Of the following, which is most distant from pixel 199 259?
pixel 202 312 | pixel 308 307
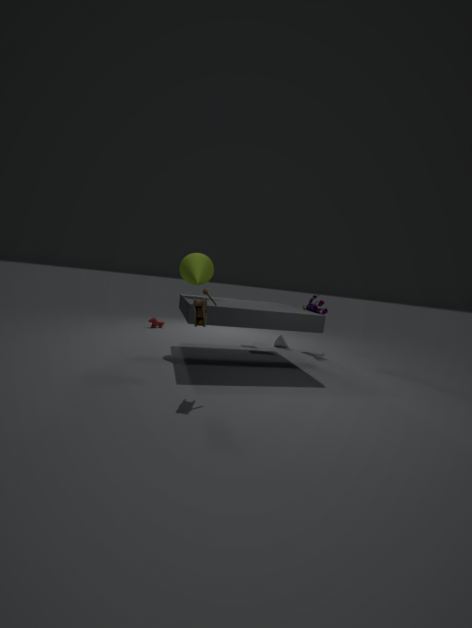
pixel 308 307
